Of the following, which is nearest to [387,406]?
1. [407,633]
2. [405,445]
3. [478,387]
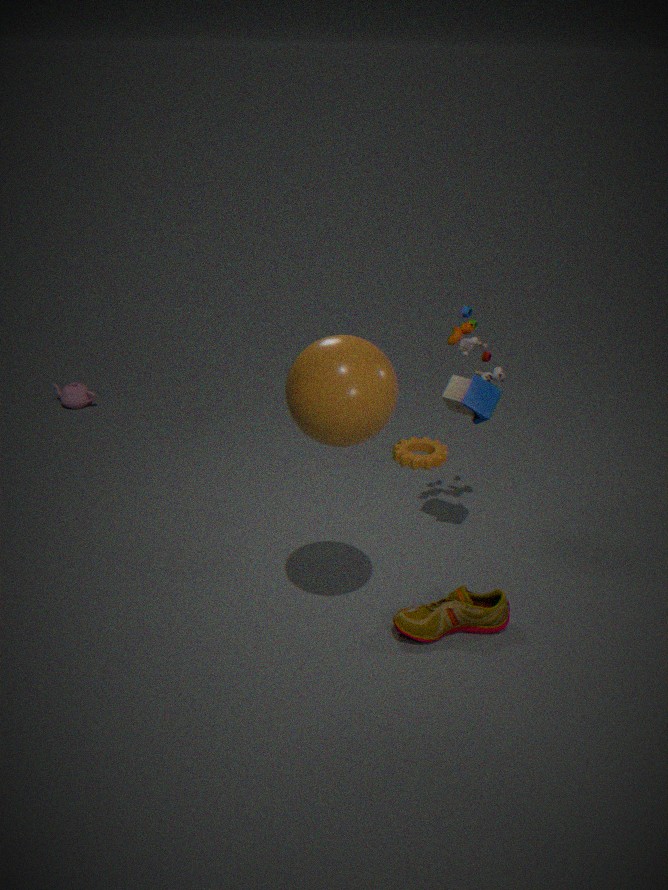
[478,387]
